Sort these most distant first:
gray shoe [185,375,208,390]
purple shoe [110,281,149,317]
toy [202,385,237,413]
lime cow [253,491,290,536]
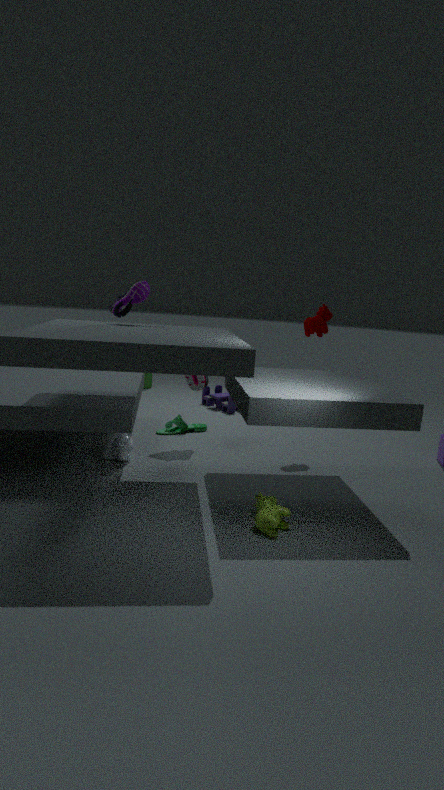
toy [202,385,237,413]
gray shoe [185,375,208,390]
purple shoe [110,281,149,317]
lime cow [253,491,290,536]
